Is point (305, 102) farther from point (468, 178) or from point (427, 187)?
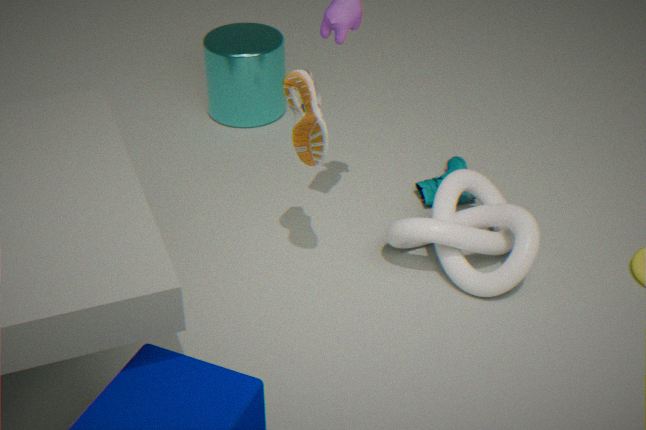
point (427, 187)
